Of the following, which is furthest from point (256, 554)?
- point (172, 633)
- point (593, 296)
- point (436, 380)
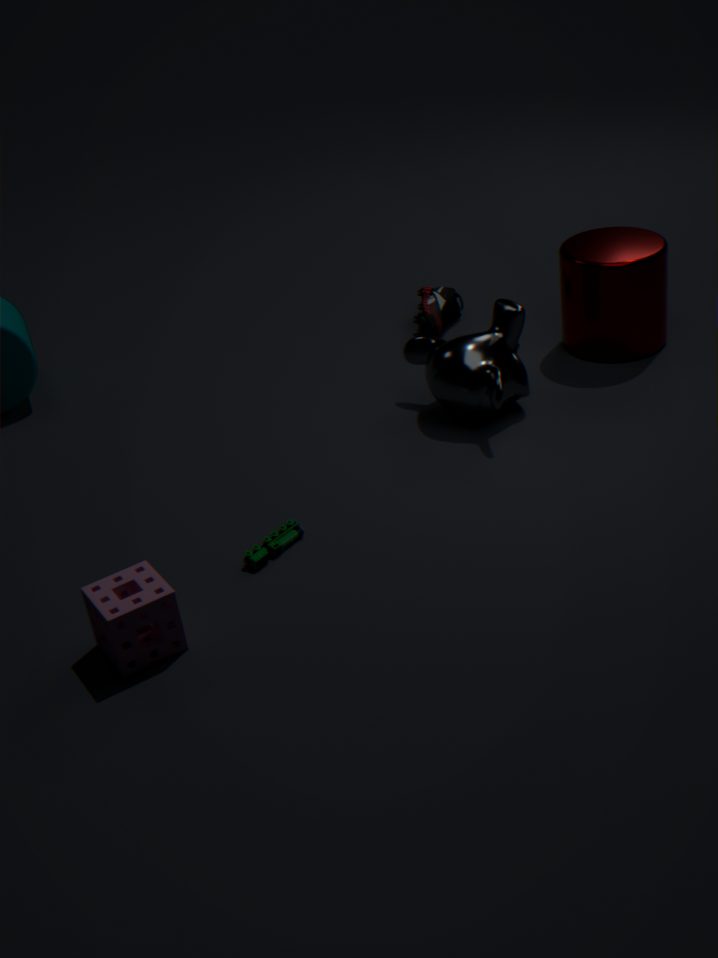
point (593, 296)
